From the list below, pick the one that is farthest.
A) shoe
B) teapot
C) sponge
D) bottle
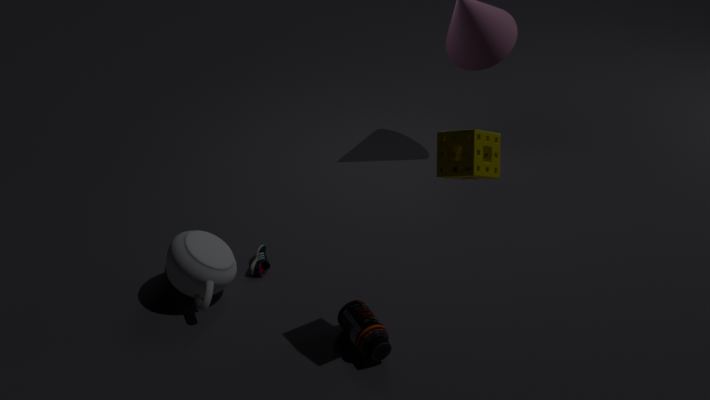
shoe
